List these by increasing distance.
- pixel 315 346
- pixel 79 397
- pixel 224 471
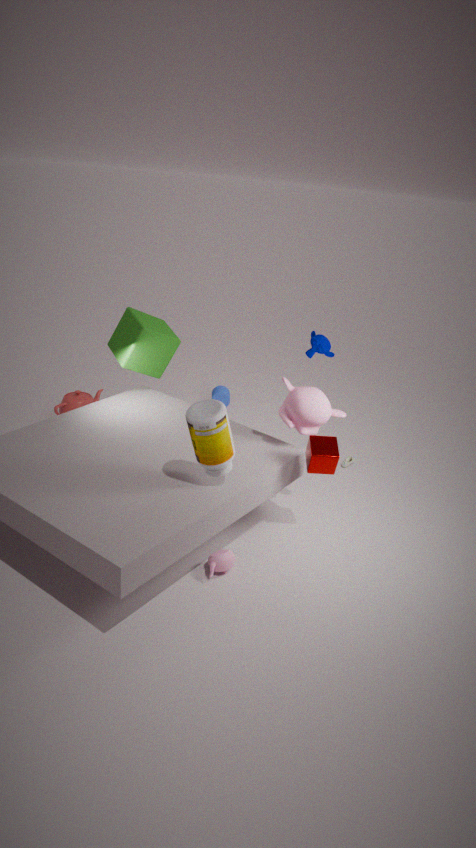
pixel 224 471 < pixel 315 346 < pixel 79 397
